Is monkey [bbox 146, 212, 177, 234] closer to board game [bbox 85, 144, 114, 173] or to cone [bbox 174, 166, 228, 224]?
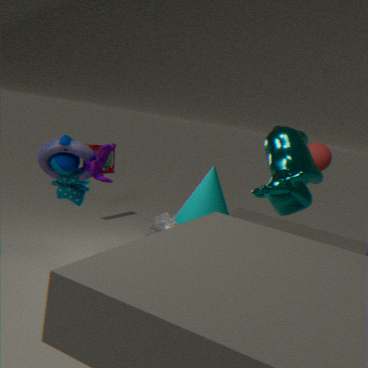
cone [bbox 174, 166, 228, 224]
